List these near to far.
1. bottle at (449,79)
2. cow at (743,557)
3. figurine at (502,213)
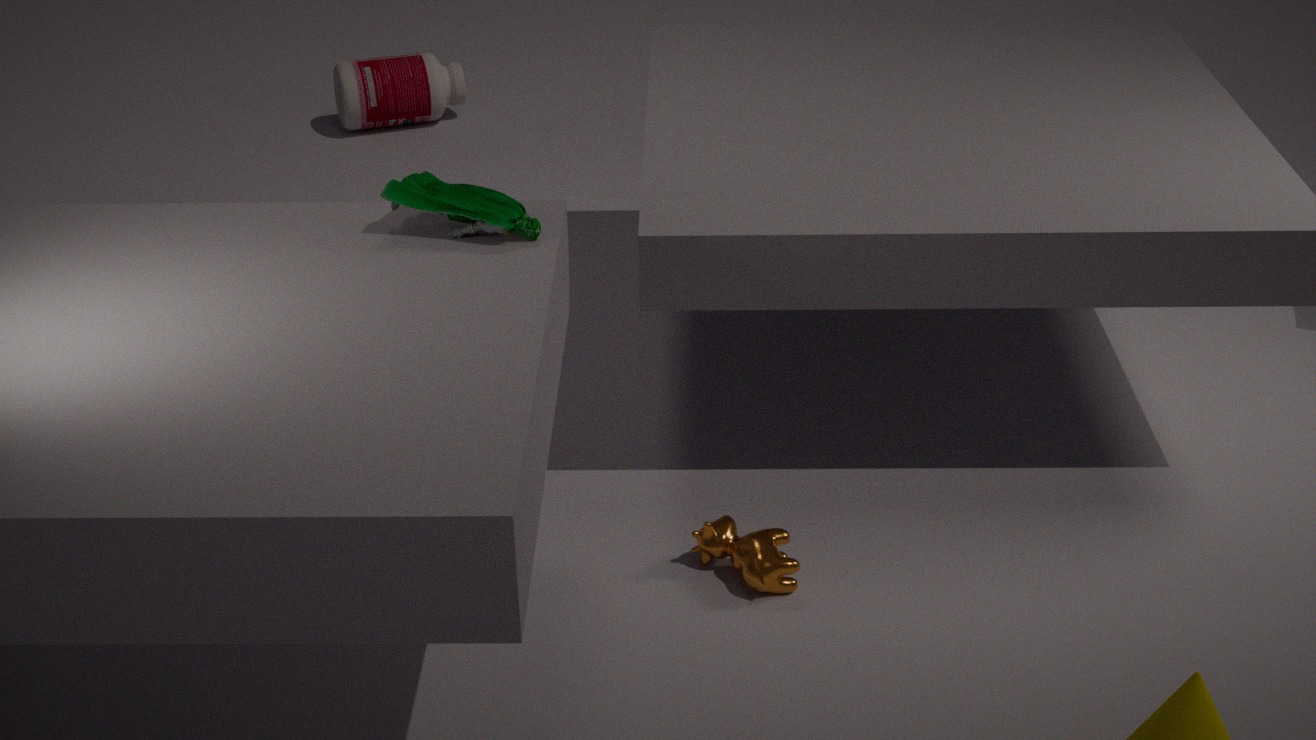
figurine at (502,213)
cow at (743,557)
bottle at (449,79)
